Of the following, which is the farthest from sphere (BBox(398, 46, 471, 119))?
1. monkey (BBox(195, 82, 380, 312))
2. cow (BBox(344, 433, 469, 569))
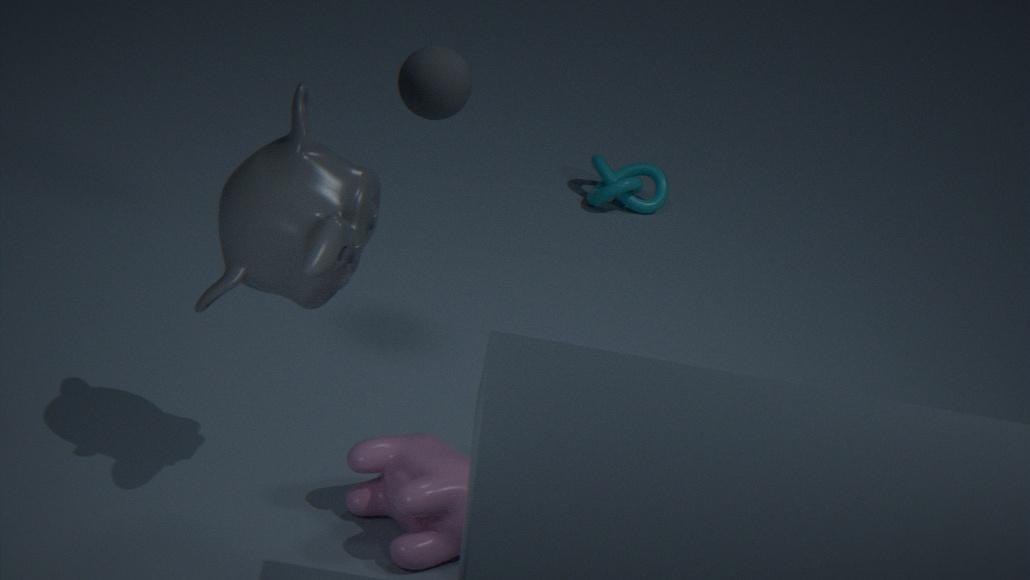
cow (BBox(344, 433, 469, 569))
